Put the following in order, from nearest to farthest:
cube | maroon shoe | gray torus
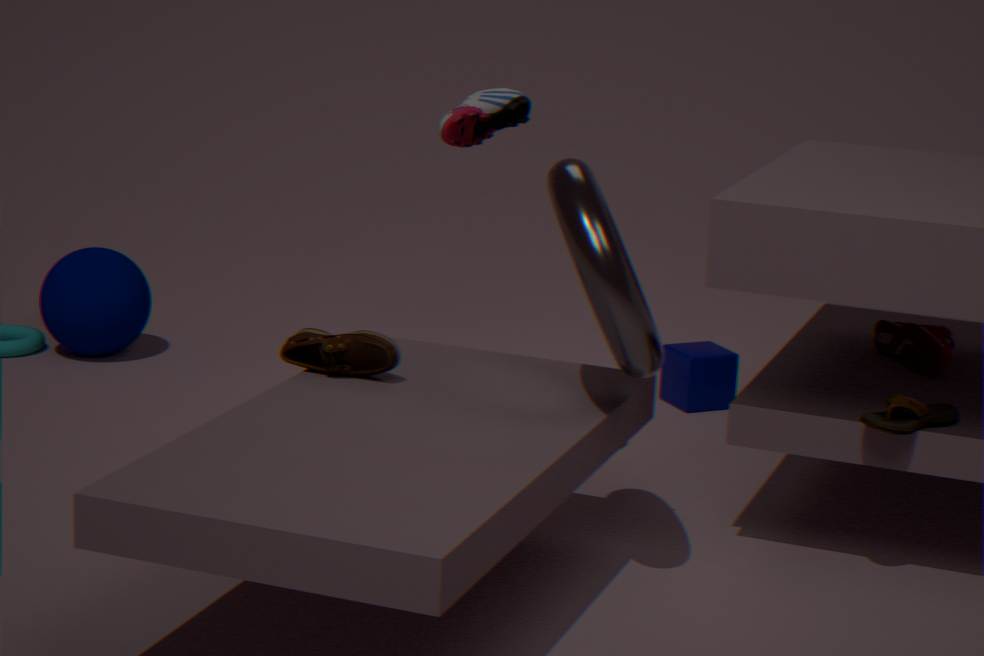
1. gray torus
2. maroon shoe
3. cube
